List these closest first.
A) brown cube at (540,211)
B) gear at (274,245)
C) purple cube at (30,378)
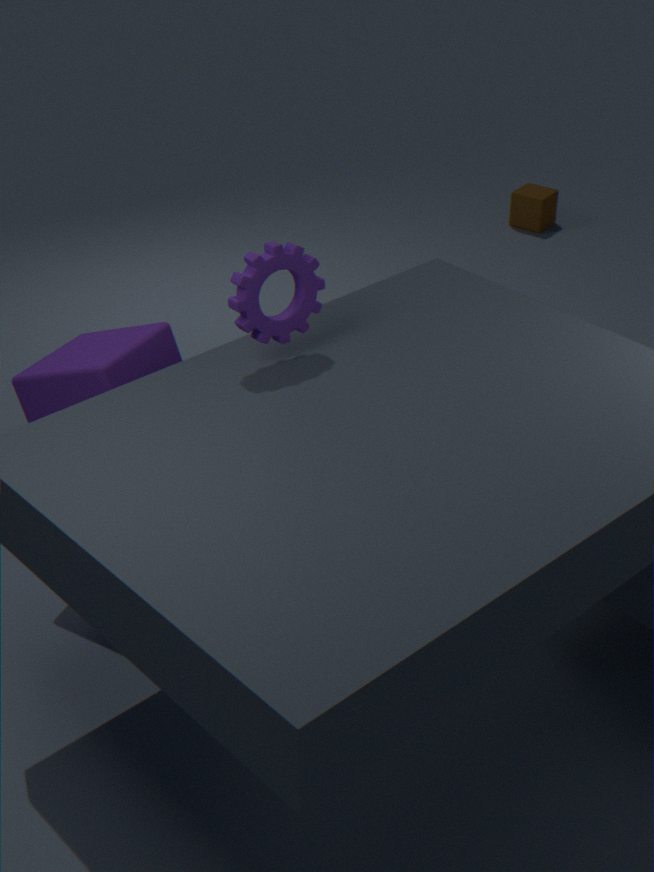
gear at (274,245) < purple cube at (30,378) < brown cube at (540,211)
